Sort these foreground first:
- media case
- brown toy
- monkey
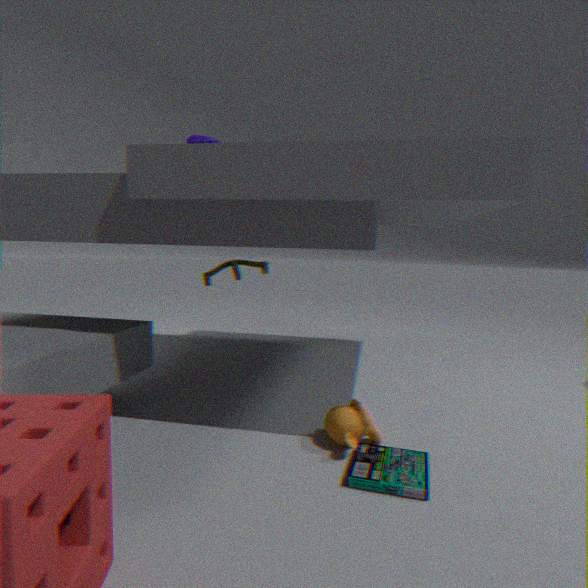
media case, monkey, brown toy
